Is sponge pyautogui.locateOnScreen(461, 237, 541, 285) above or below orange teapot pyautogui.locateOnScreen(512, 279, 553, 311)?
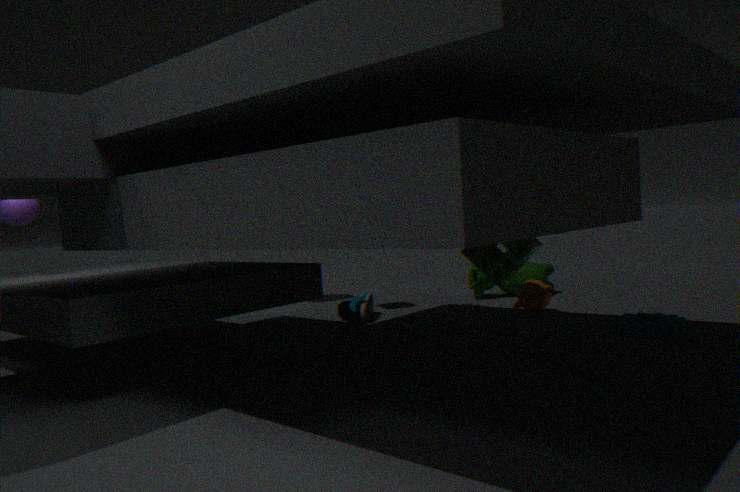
above
